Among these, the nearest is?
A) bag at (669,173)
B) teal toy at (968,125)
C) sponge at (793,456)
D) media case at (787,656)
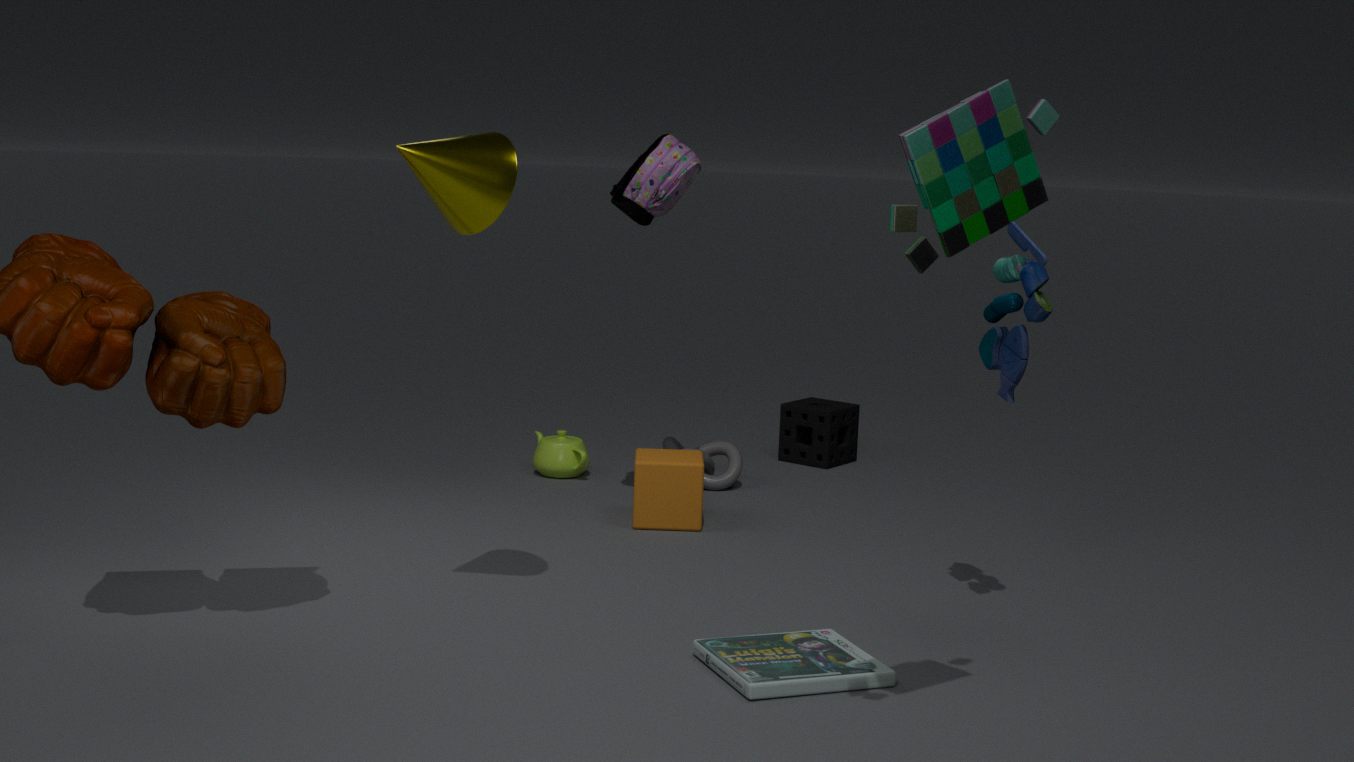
teal toy at (968,125)
